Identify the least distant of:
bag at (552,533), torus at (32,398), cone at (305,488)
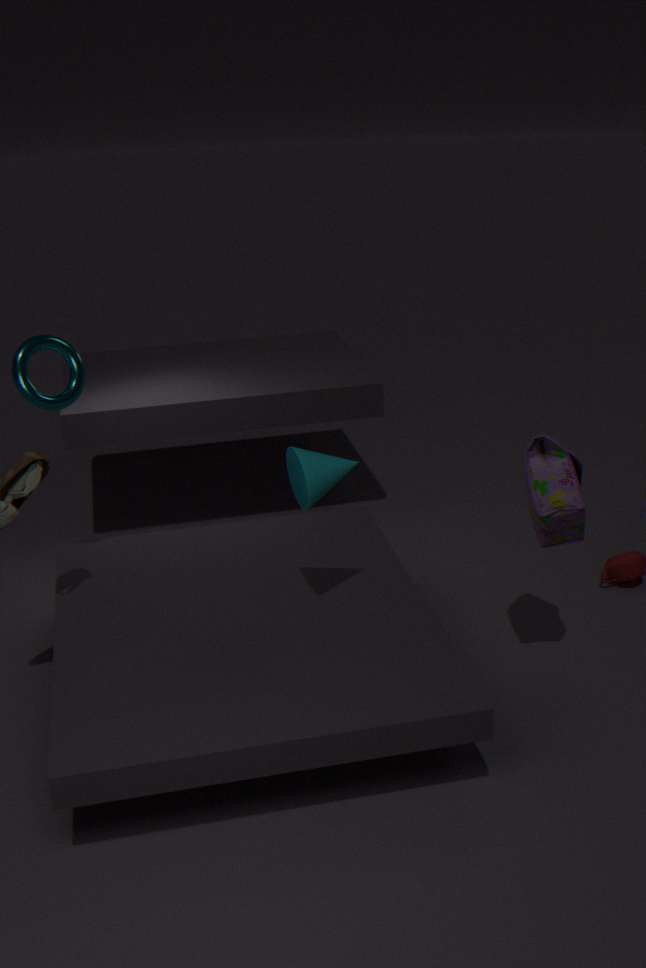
cone at (305,488)
